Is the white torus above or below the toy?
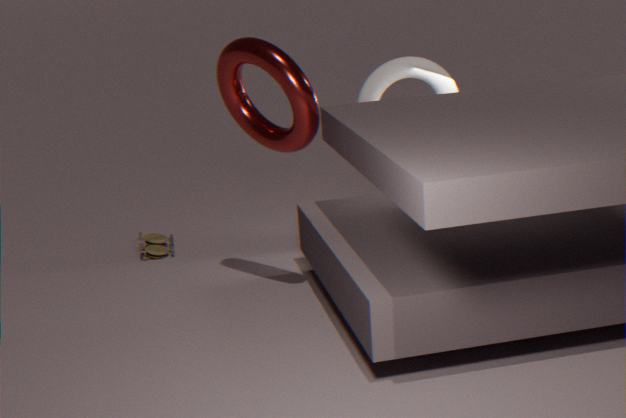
above
